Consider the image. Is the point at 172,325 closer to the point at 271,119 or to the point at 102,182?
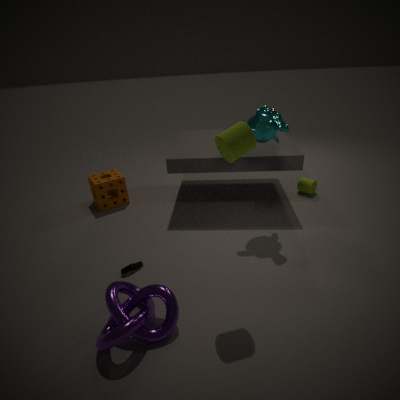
the point at 271,119
